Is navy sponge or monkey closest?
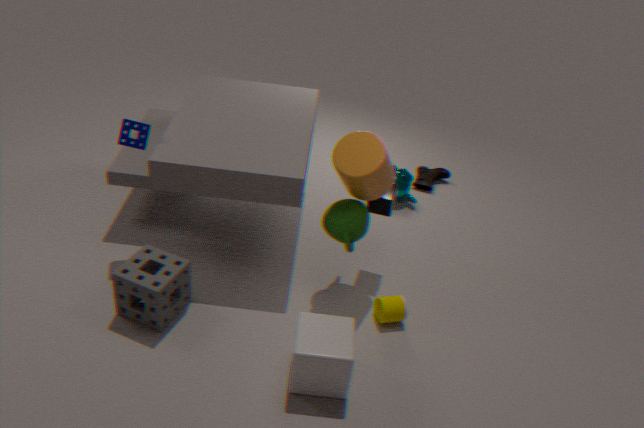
navy sponge
